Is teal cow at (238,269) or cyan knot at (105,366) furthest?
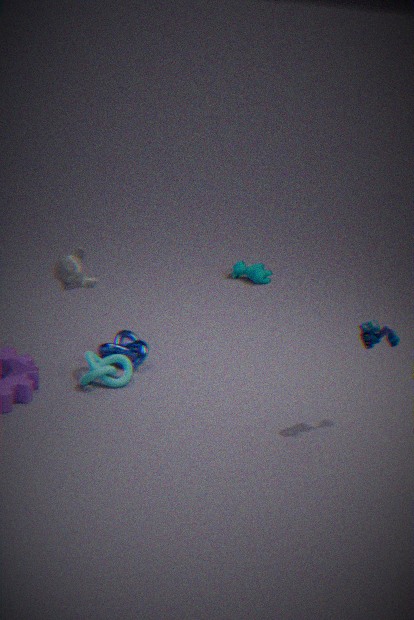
teal cow at (238,269)
